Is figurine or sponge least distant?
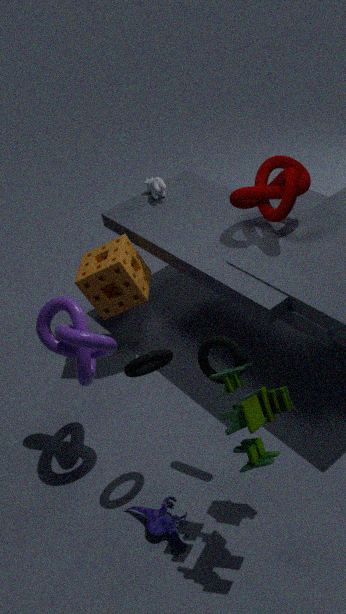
figurine
